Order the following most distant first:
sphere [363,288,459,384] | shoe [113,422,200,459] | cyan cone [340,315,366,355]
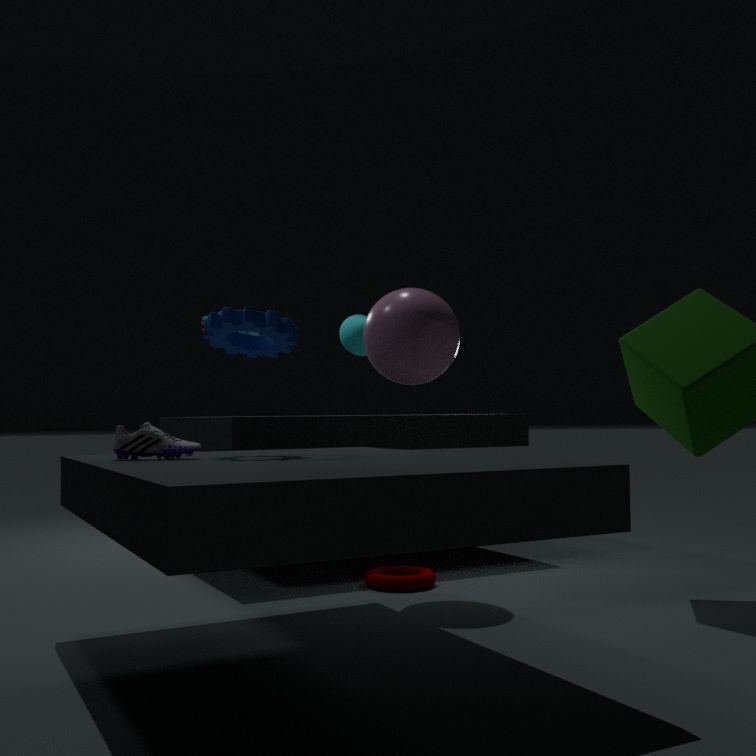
cyan cone [340,315,366,355], sphere [363,288,459,384], shoe [113,422,200,459]
